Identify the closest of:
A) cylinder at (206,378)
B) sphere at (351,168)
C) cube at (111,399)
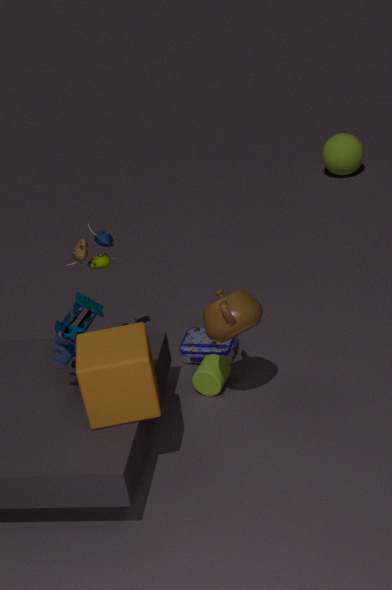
cube at (111,399)
